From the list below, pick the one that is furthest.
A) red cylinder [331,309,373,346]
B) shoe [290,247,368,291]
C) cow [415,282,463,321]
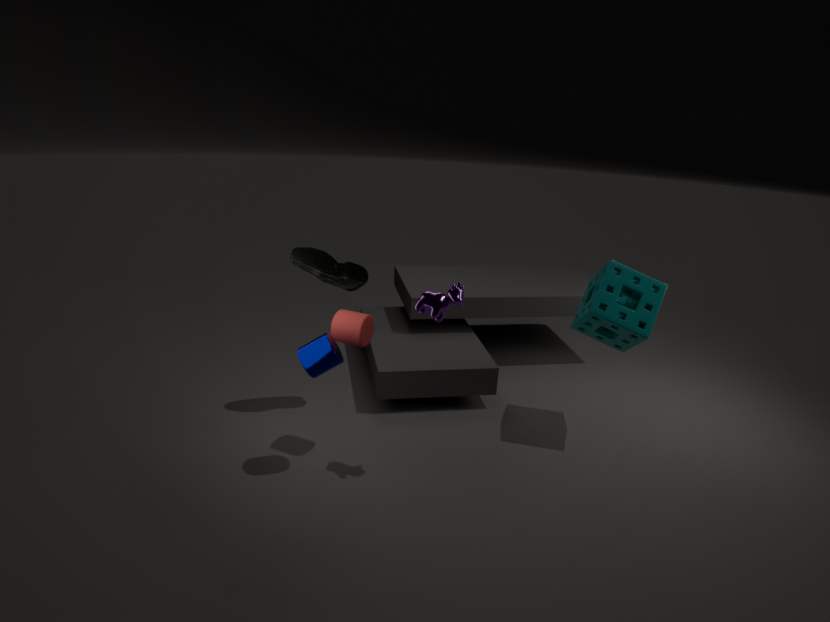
shoe [290,247,368,291]
